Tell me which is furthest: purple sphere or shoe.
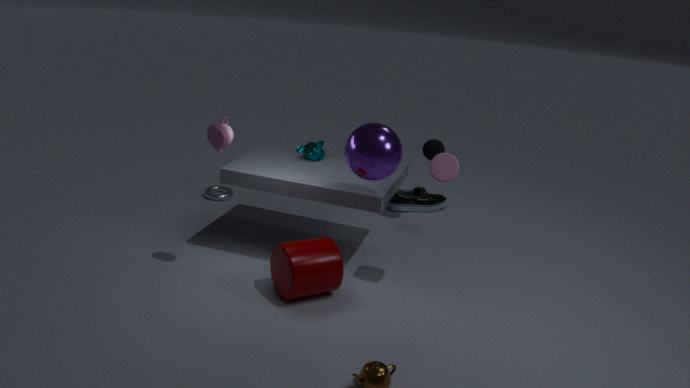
shoe
